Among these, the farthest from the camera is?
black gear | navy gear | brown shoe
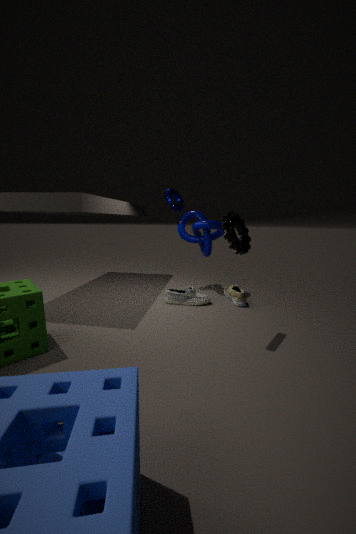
navy gear
